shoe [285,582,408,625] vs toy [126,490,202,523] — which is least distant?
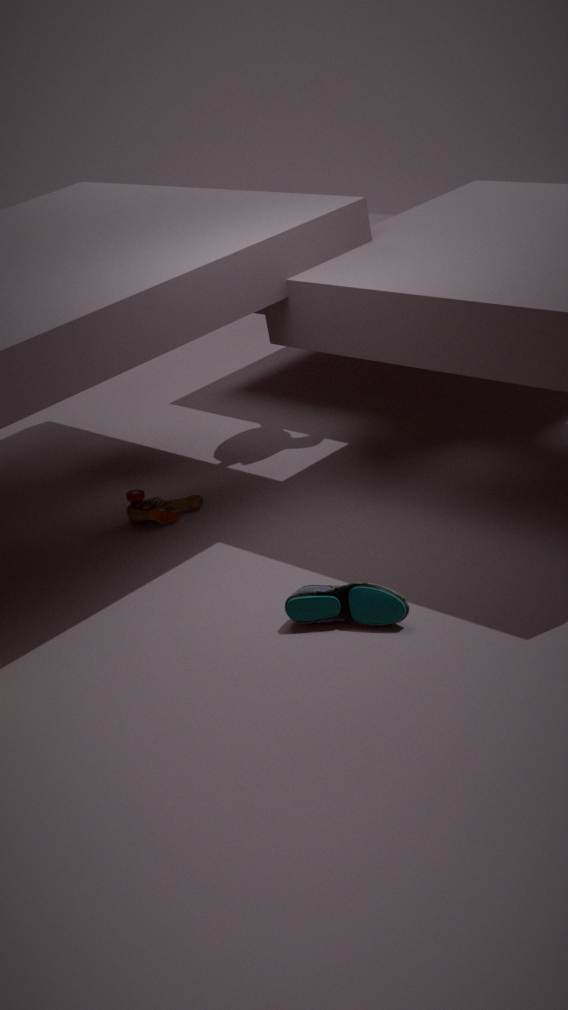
shoe [285,582,408,625]
